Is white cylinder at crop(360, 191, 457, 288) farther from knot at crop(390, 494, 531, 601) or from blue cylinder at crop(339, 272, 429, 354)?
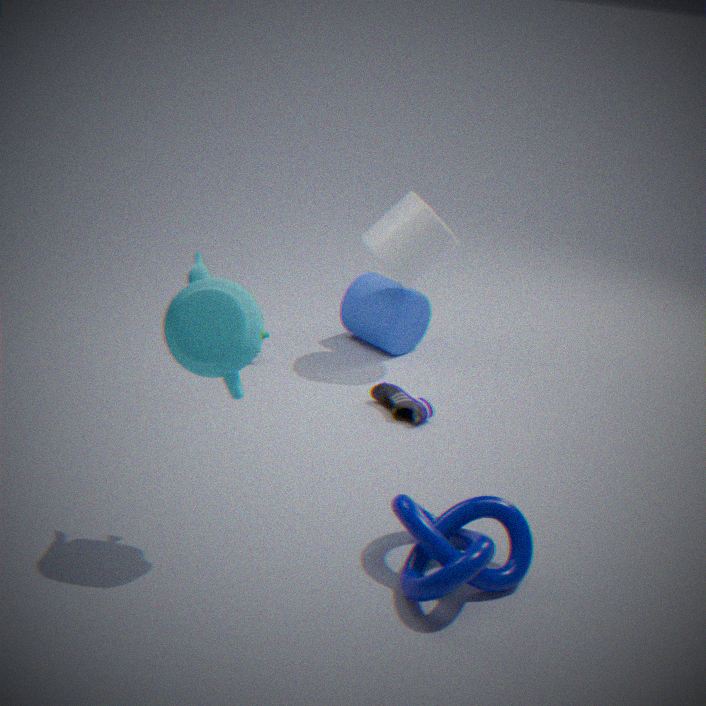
knot at crop(390, 494, 531, 601)
